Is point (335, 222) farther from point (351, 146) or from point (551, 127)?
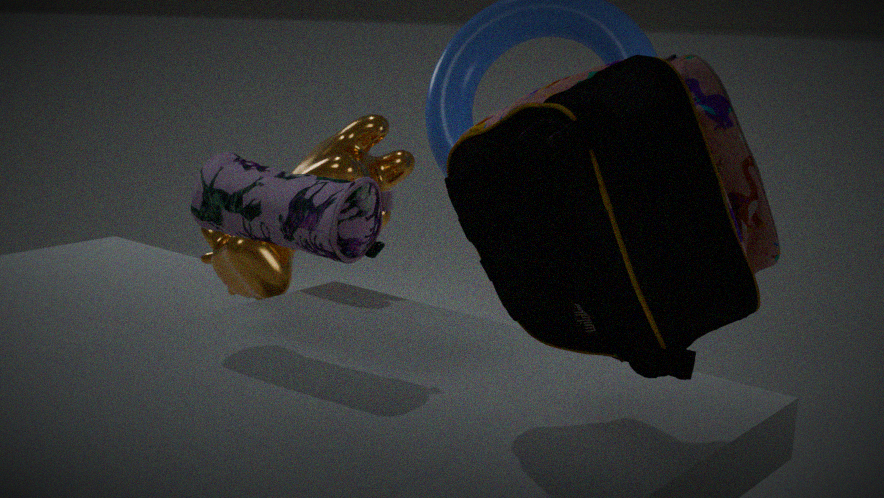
point (551, 127)
